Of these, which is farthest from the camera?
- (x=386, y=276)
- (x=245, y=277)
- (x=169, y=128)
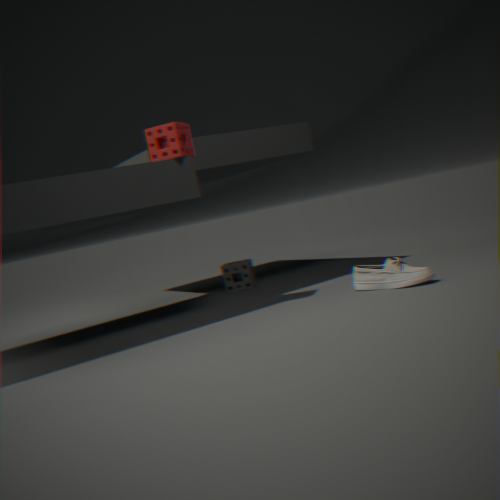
(x=245, y=277)
